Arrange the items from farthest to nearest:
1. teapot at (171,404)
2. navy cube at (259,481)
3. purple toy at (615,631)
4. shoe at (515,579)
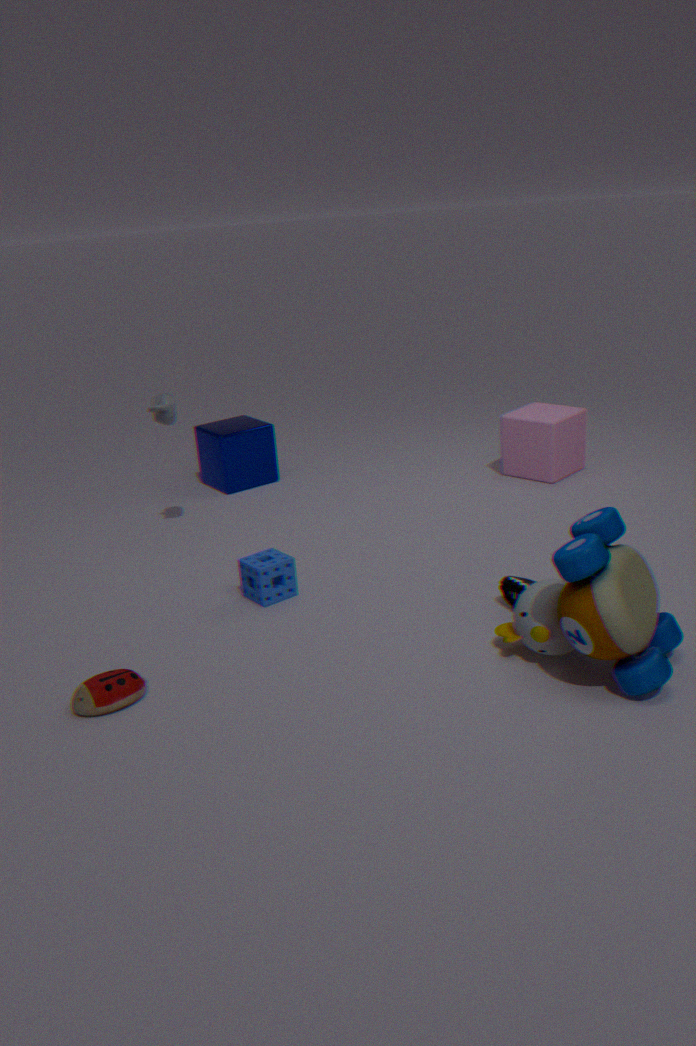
navy cube at (259,481), teapot at (171,404), shoe at (515,579), purple toy at (615,631)
